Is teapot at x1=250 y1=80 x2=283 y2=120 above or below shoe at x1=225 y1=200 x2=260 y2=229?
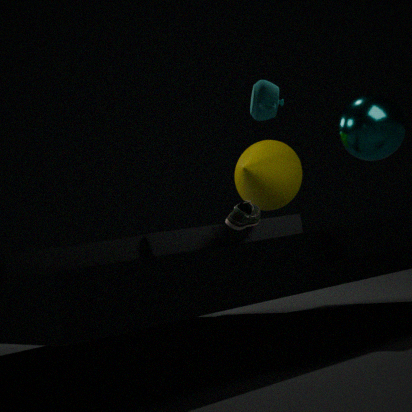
above
